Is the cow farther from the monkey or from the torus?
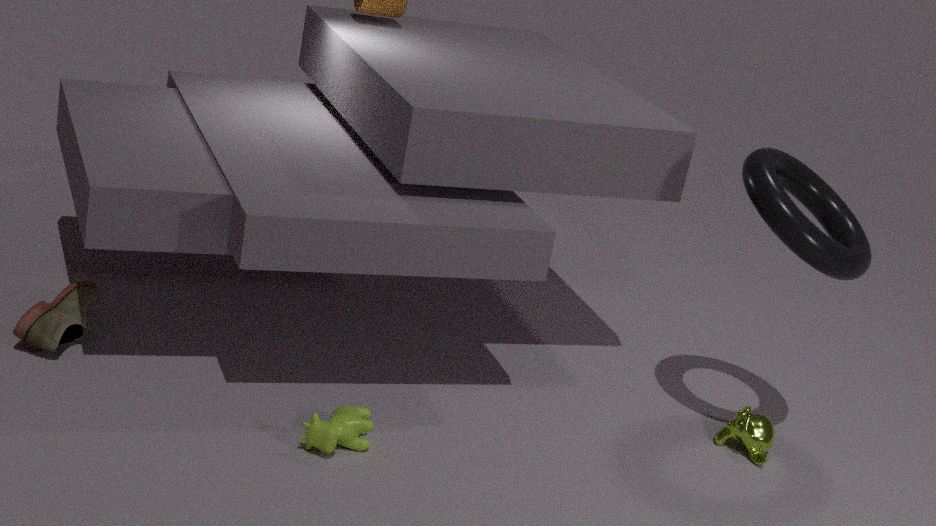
the torus
